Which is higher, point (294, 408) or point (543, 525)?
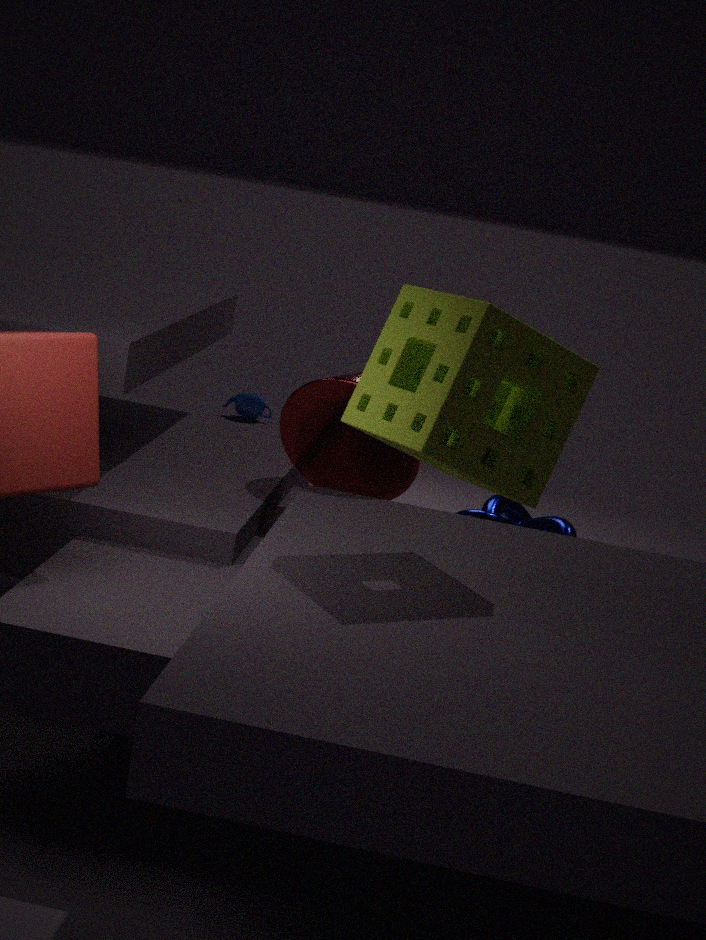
point (294, 408)
